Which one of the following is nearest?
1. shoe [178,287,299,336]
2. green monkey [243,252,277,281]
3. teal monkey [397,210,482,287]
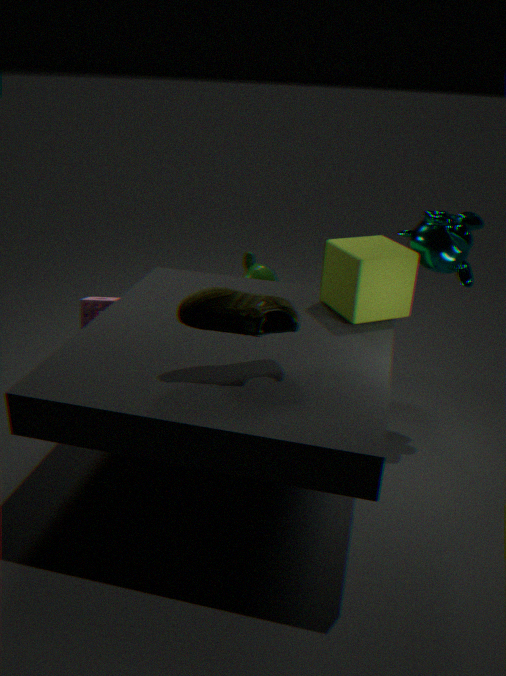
shoe [178,287,299,336]
